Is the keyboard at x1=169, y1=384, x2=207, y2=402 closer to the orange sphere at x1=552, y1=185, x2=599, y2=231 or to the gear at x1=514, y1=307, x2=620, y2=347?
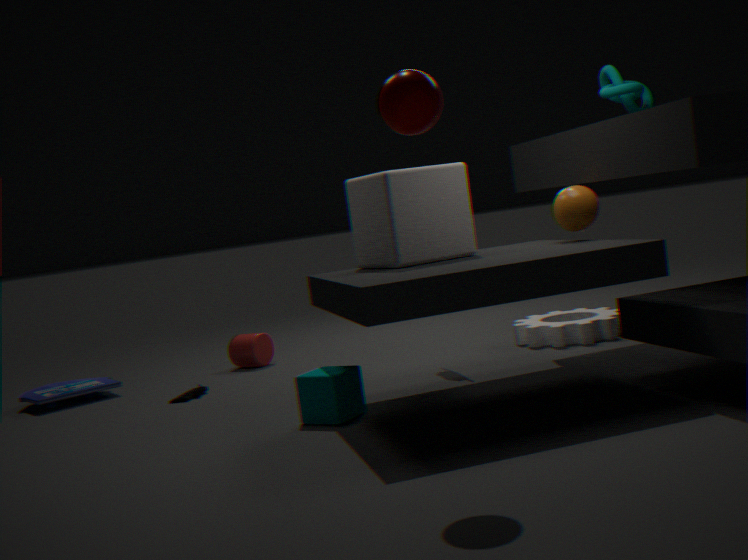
the gear at x1=514, y1=307, x2=620, y2=347
